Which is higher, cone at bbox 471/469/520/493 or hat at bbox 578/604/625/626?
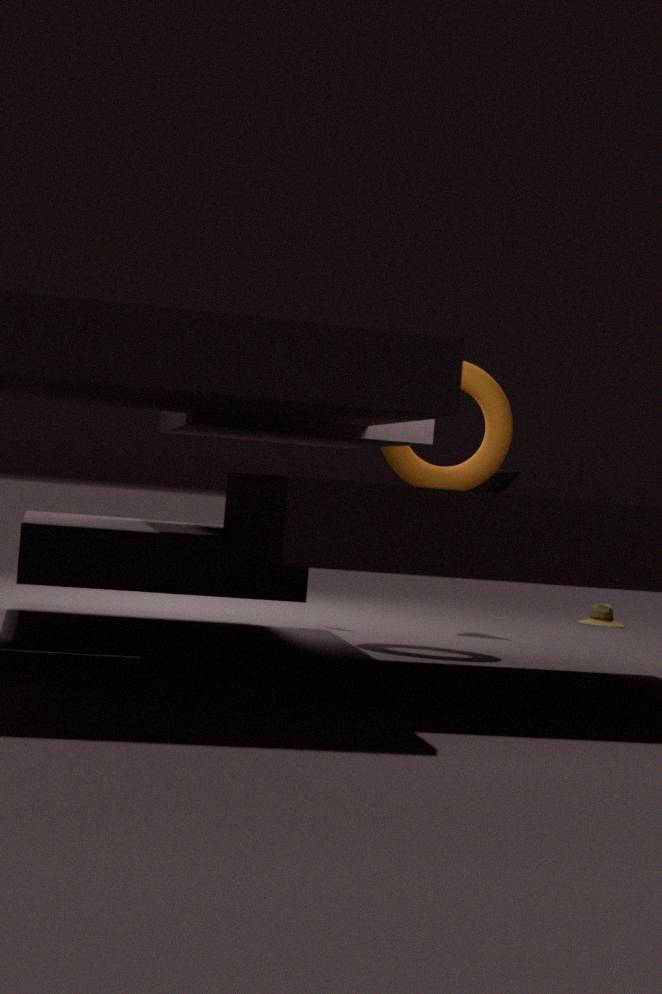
cone at bbox 471/469/520/493
